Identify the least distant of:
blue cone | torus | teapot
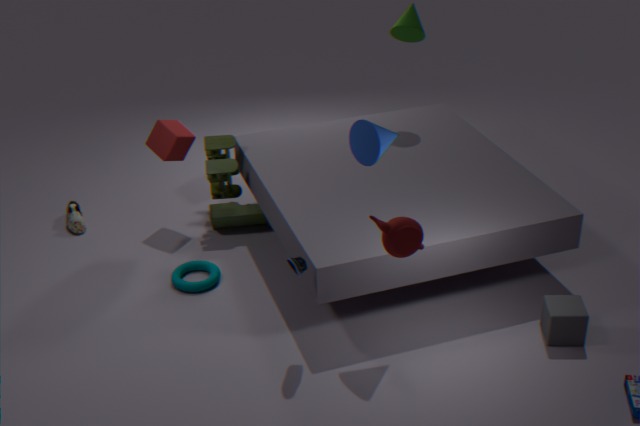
teapot
